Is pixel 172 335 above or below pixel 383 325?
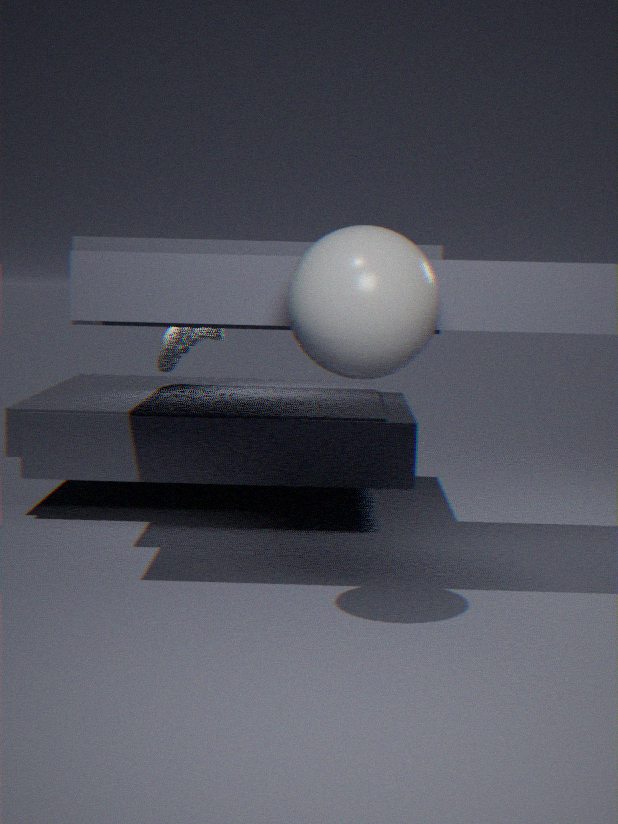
below
